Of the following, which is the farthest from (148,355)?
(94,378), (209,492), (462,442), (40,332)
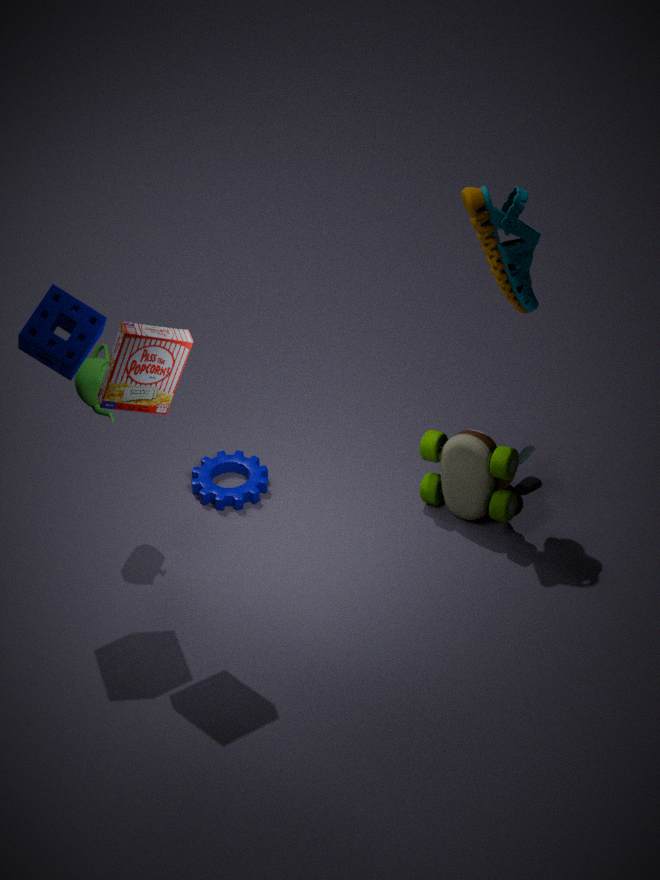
(462,442)
